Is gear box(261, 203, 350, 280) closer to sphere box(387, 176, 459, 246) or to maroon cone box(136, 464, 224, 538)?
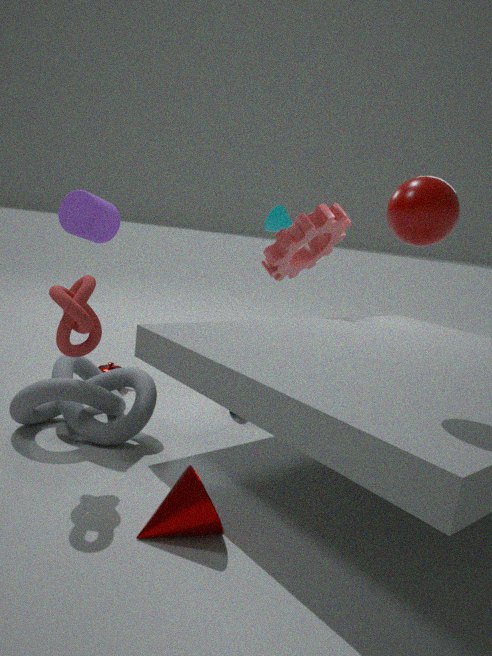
sphere box(387, 176, 459, 246)
